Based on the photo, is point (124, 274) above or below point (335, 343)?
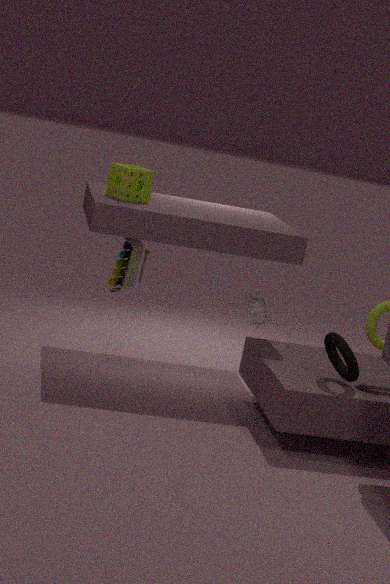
above
